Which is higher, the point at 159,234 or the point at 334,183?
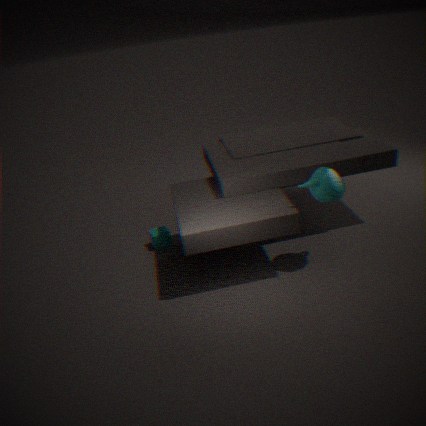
the point at 334,183
